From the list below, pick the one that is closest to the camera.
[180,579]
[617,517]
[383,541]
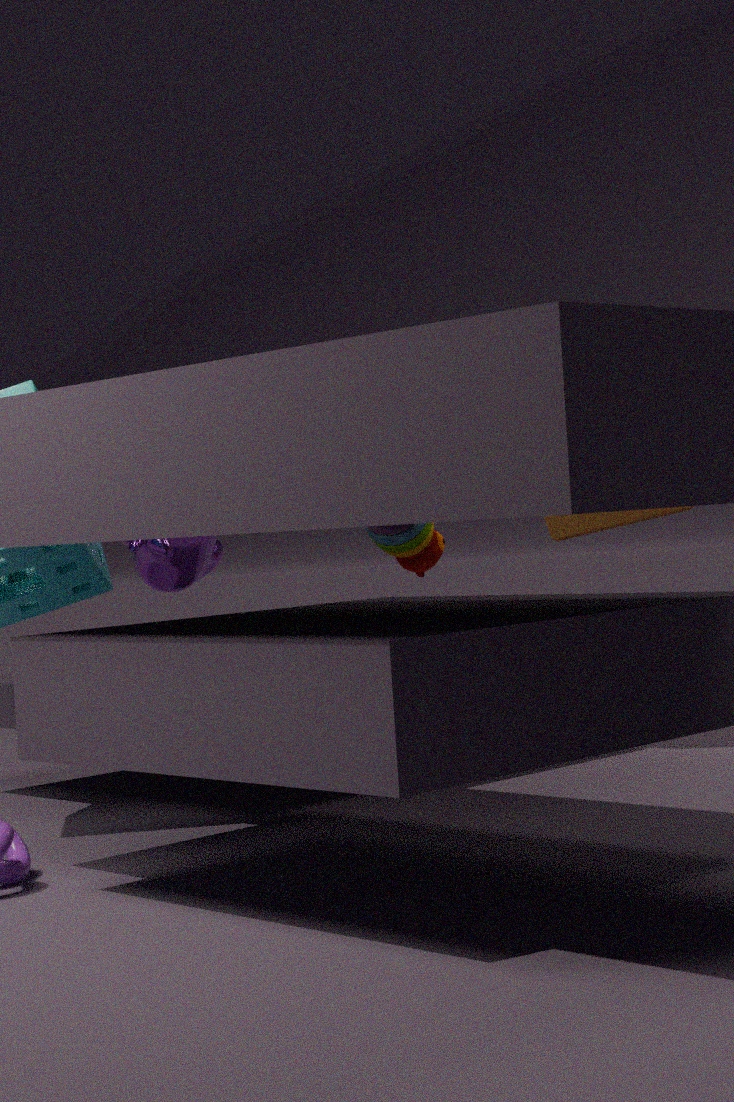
[617,517]
